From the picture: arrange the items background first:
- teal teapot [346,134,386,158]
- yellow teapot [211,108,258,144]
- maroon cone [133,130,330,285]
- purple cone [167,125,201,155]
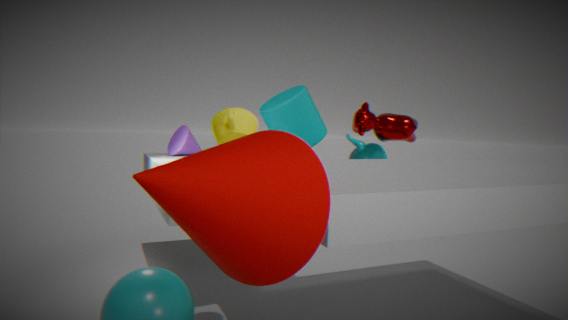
teal teapot [346,134,386,158], purple cone [167,125,201,155], yellow teapot [211,108,258,144], maroon cone [133,130,330,285]
